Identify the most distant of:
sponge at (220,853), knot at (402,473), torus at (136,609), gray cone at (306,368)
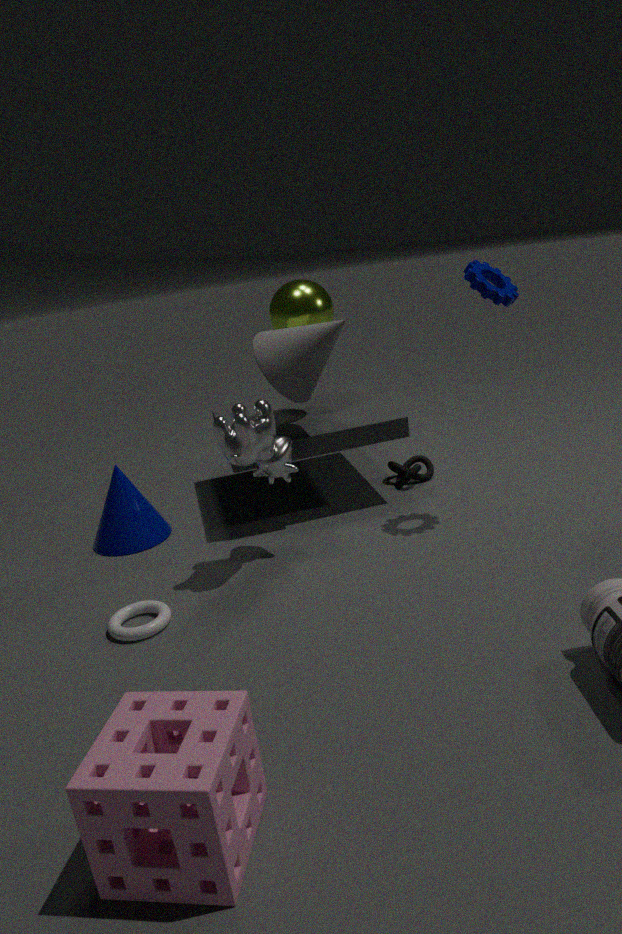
knot at (402,473)
